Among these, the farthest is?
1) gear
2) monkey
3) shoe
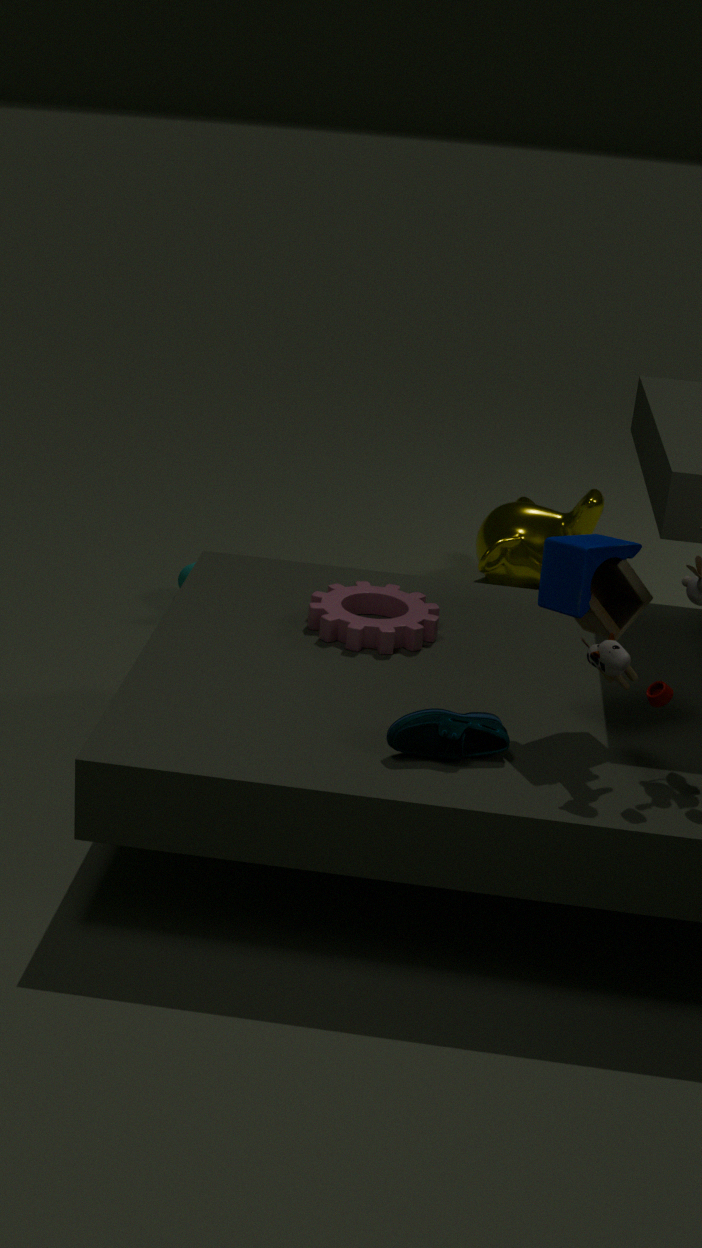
2. monkey
